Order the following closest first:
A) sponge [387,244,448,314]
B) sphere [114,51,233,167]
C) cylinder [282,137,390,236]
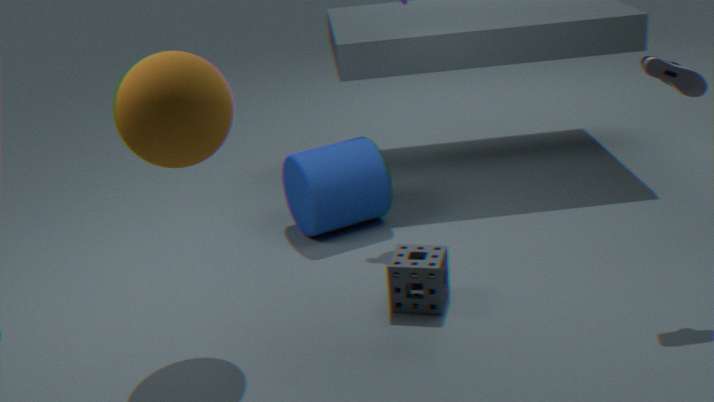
sphere [114,51,233,167] < sponge [387,244,448,314] < cylinder [282,137,390,236]
